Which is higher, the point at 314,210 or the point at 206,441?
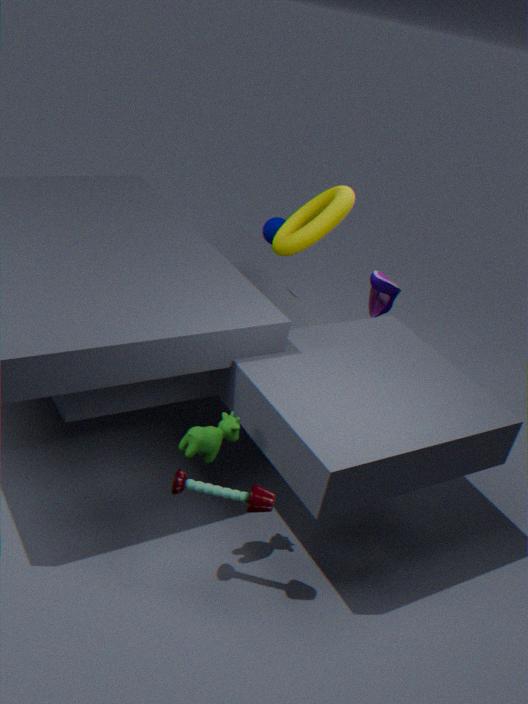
the point at 314,210
